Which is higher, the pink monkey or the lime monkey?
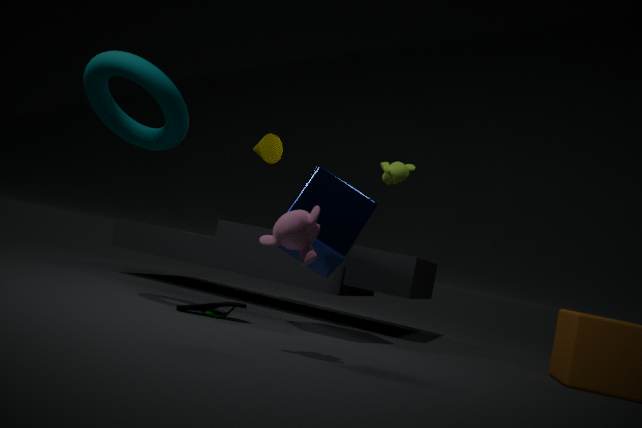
the lime monkey
